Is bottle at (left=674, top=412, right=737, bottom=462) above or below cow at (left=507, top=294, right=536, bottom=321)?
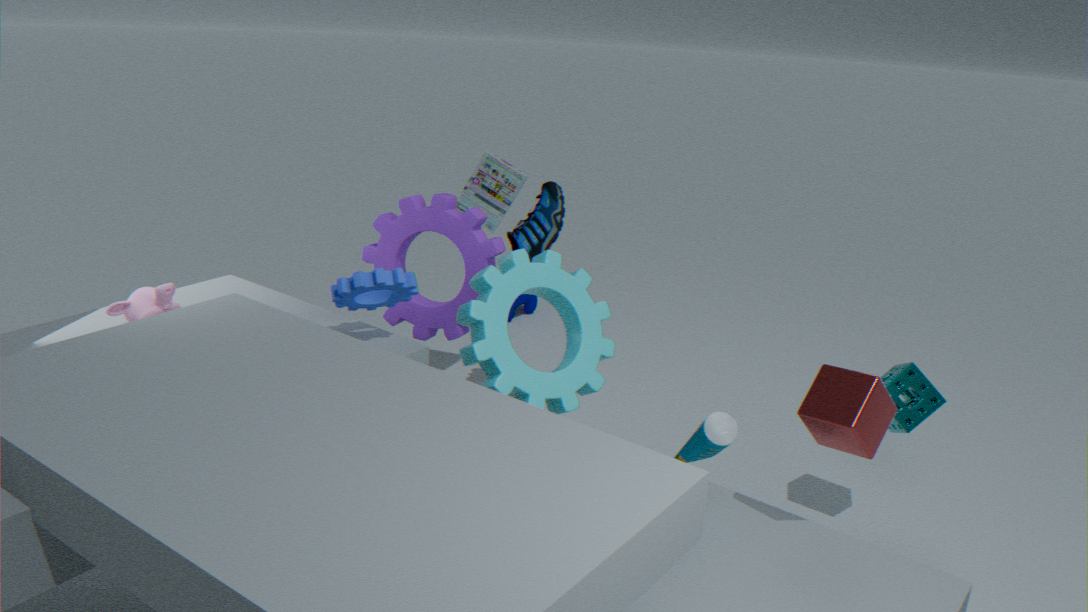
above
